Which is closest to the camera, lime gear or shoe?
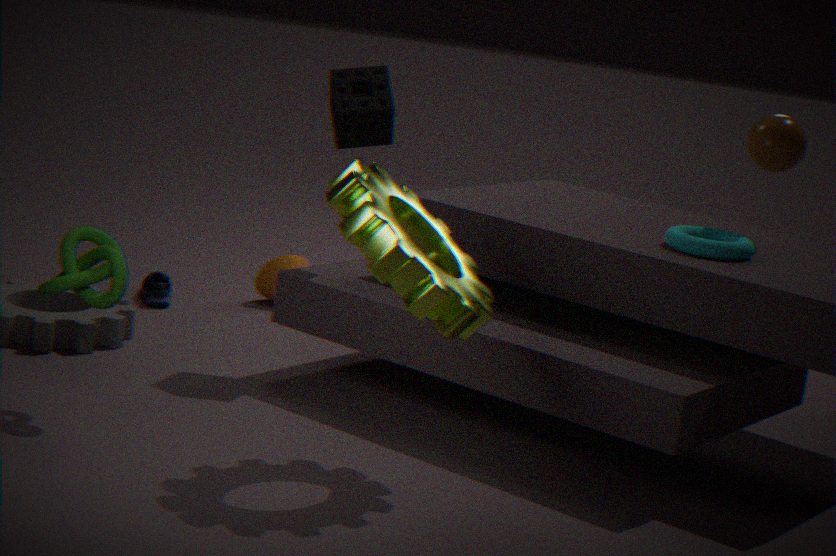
lime gear
